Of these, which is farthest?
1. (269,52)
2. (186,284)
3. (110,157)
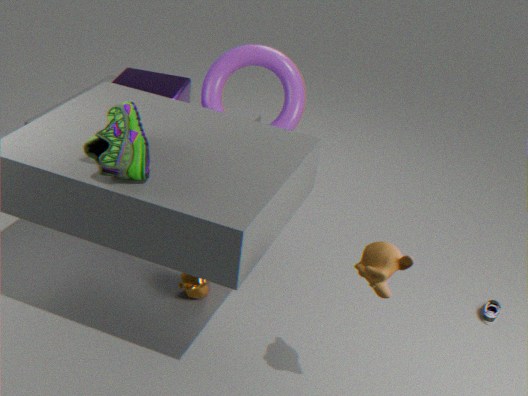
(269,52)
